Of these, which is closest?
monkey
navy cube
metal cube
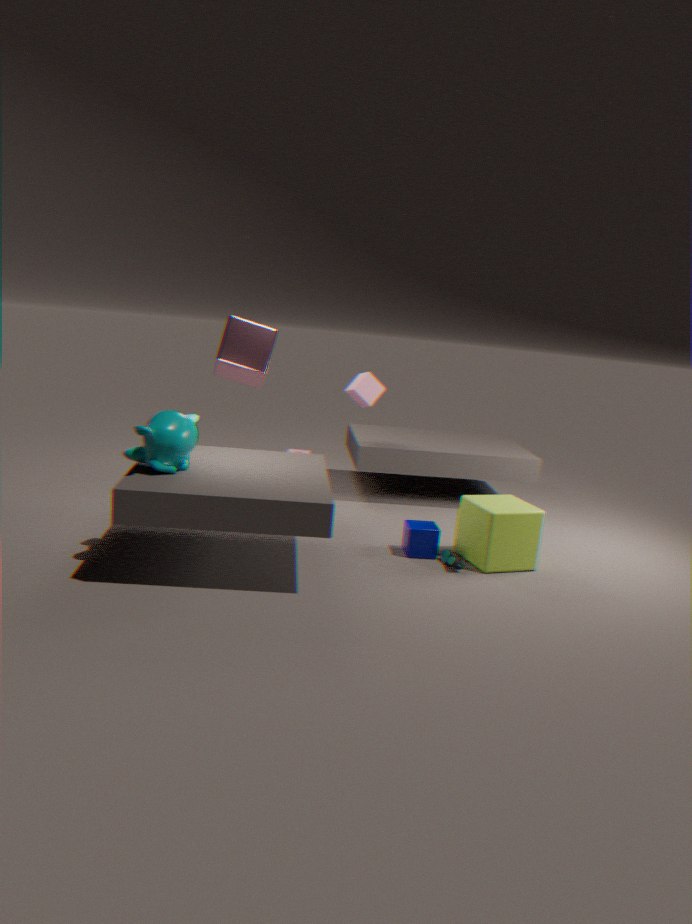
monkey
